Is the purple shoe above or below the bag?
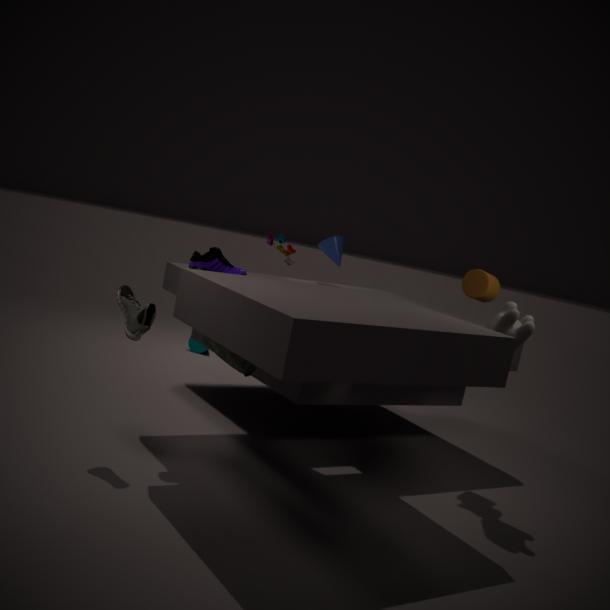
above
